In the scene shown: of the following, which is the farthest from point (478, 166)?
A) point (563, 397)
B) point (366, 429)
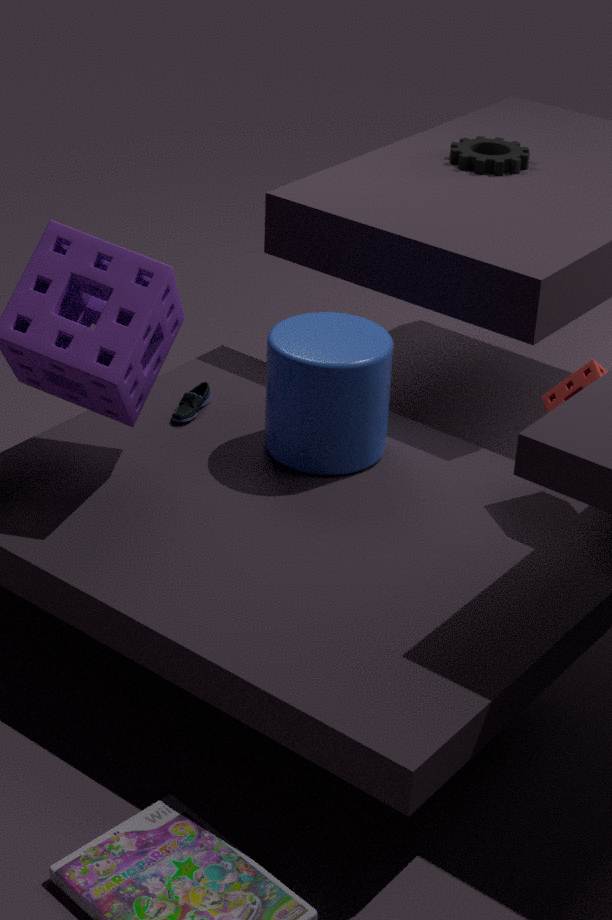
point (563, 397)
